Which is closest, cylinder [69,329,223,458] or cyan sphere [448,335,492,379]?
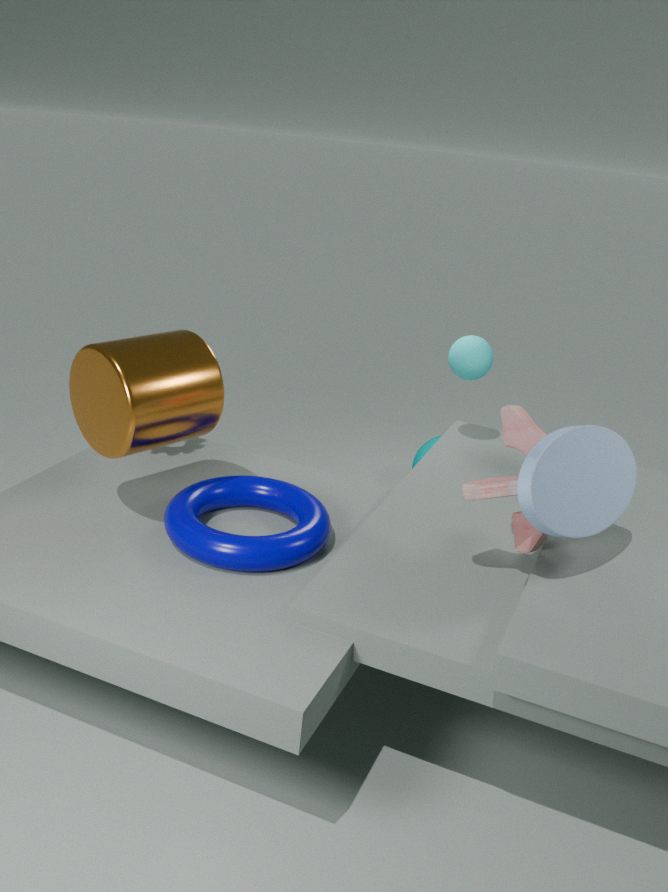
cylinder [69,329,223,458]
